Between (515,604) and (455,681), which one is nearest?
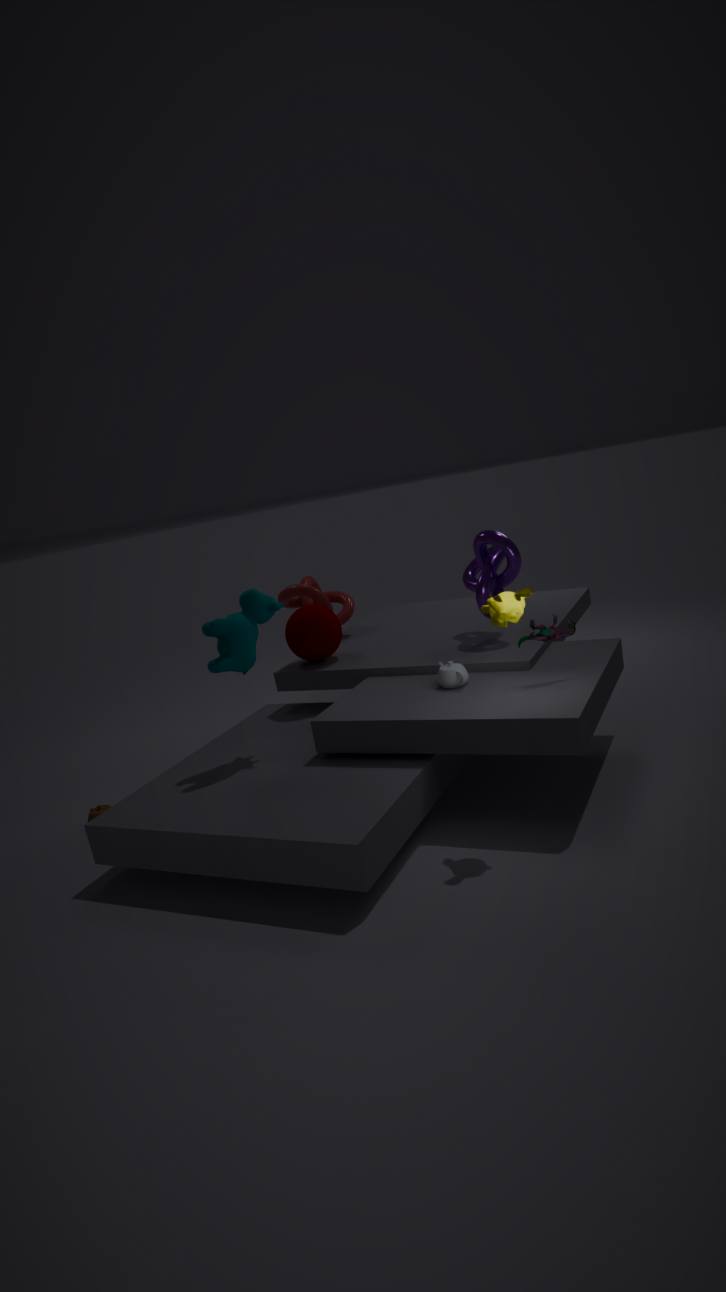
(515,604)
